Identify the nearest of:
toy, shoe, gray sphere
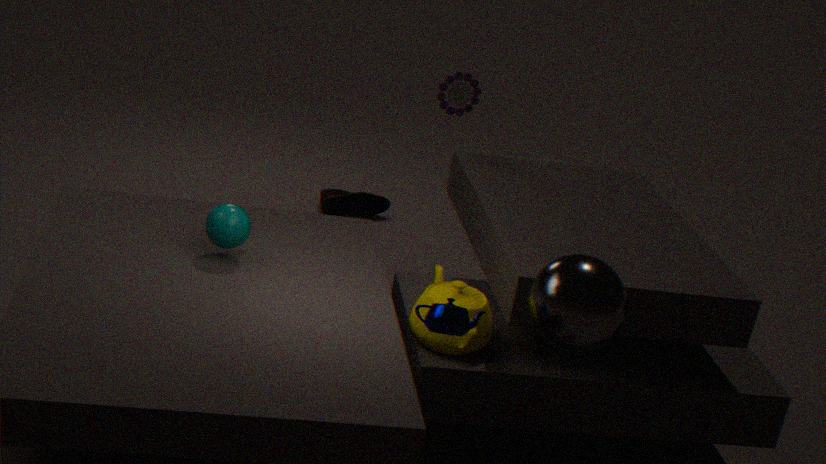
gray sphere
